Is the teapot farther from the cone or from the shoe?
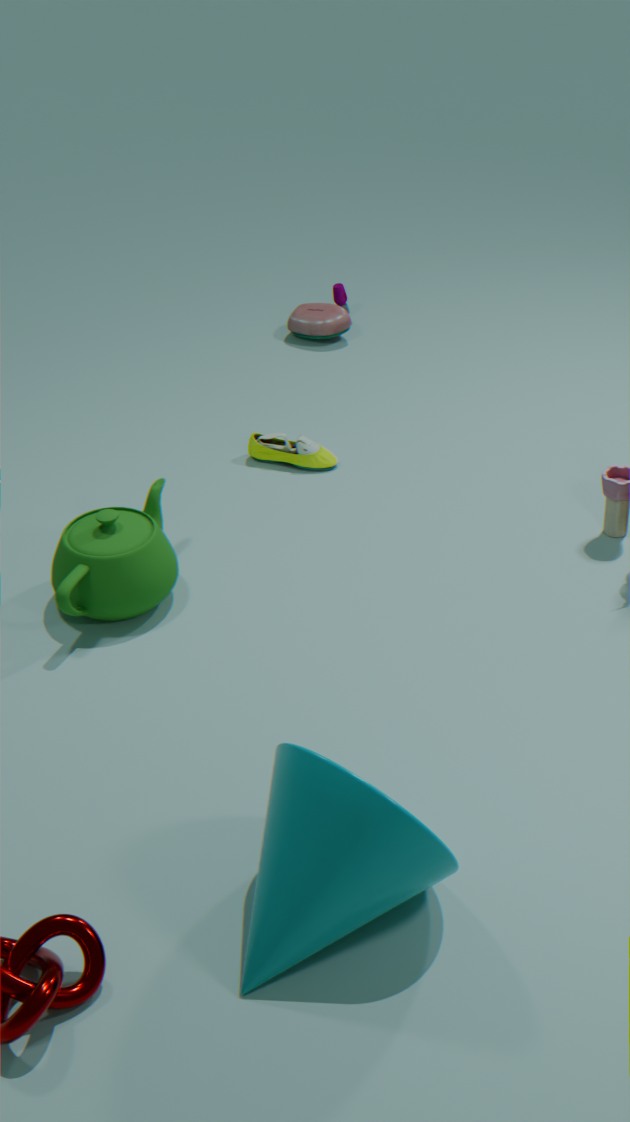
the cone
